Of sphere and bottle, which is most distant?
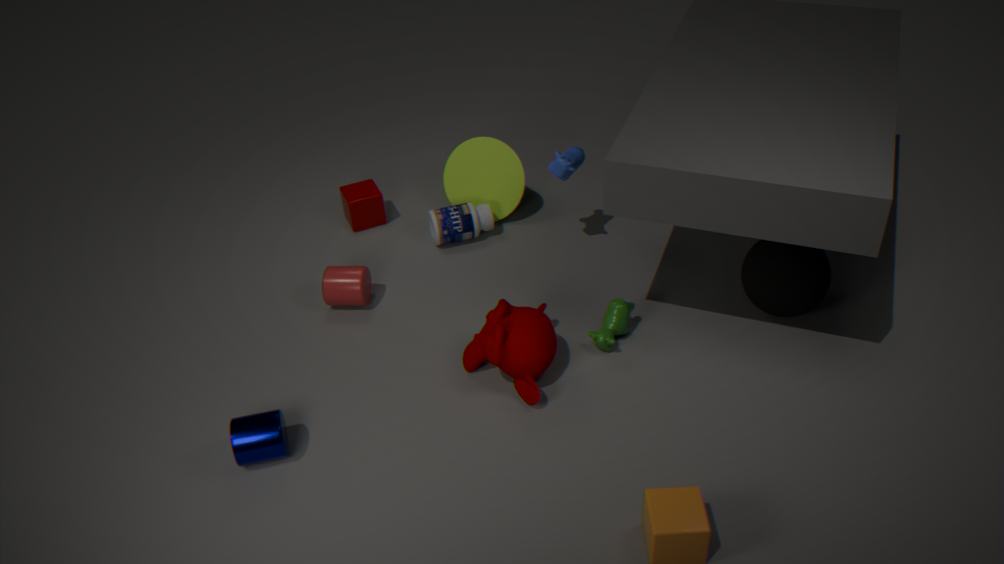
bottle
